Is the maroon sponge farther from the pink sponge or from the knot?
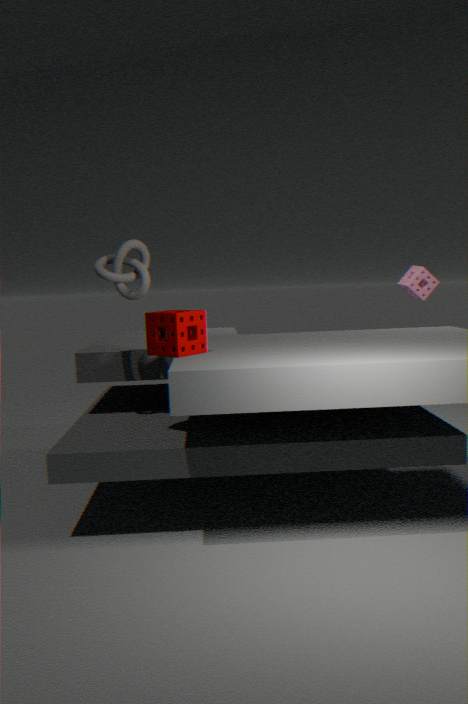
the pink sponge
